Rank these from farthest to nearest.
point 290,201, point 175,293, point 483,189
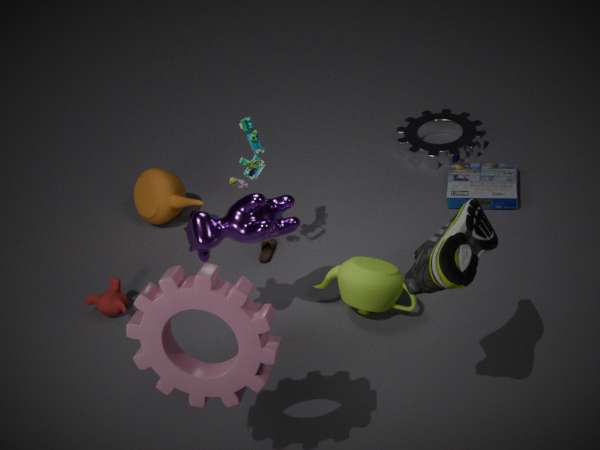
point 483,189
point 290,201
point 175,293
